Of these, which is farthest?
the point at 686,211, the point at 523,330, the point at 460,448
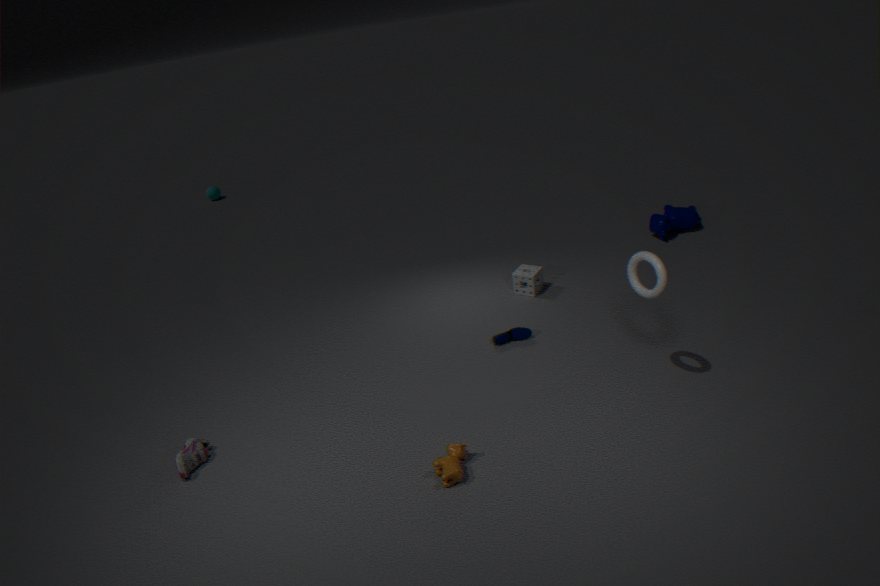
the point at 686,211
